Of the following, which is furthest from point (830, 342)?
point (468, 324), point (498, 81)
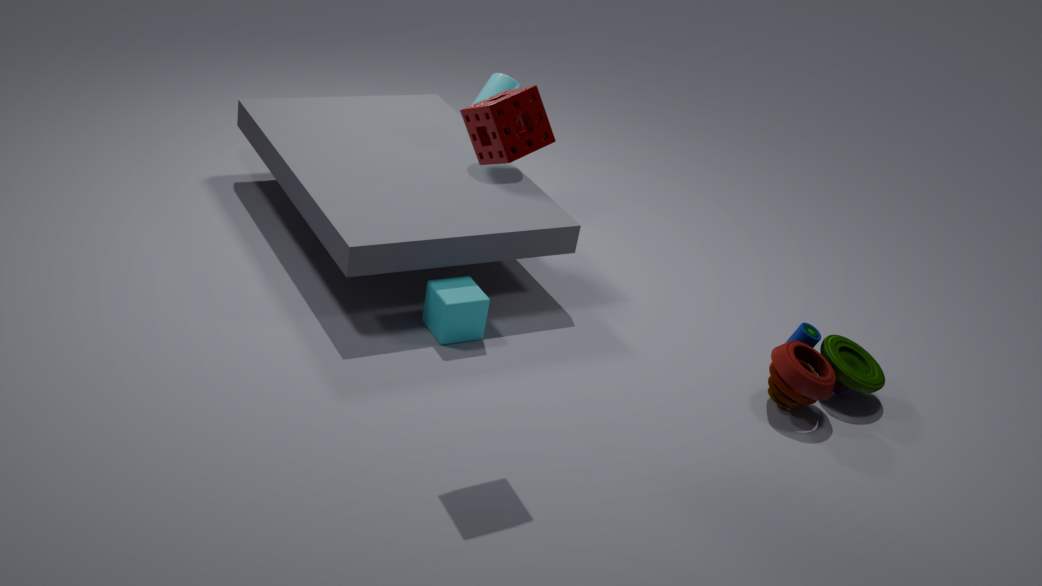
point (498, 81)
